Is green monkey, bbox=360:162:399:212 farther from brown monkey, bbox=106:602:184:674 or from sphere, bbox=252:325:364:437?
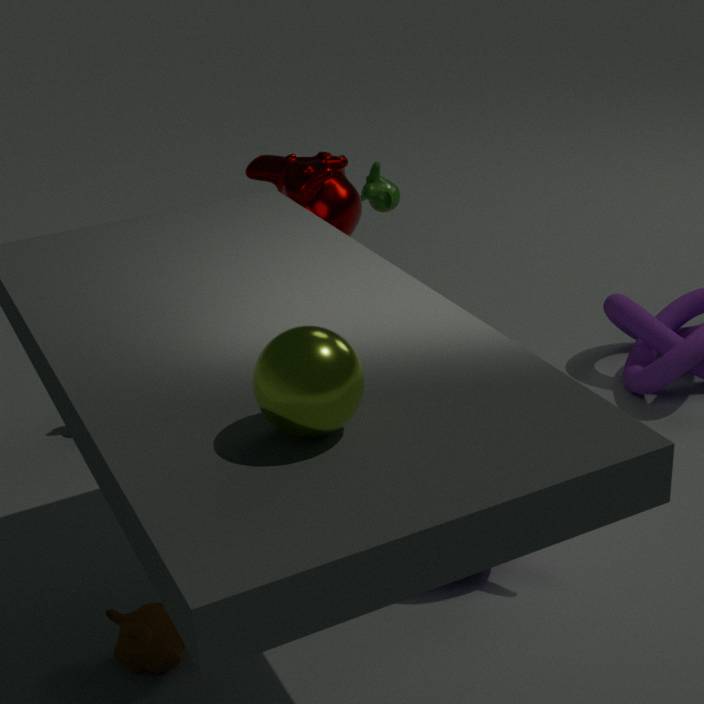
sphere, bbox=252:325:364:437
